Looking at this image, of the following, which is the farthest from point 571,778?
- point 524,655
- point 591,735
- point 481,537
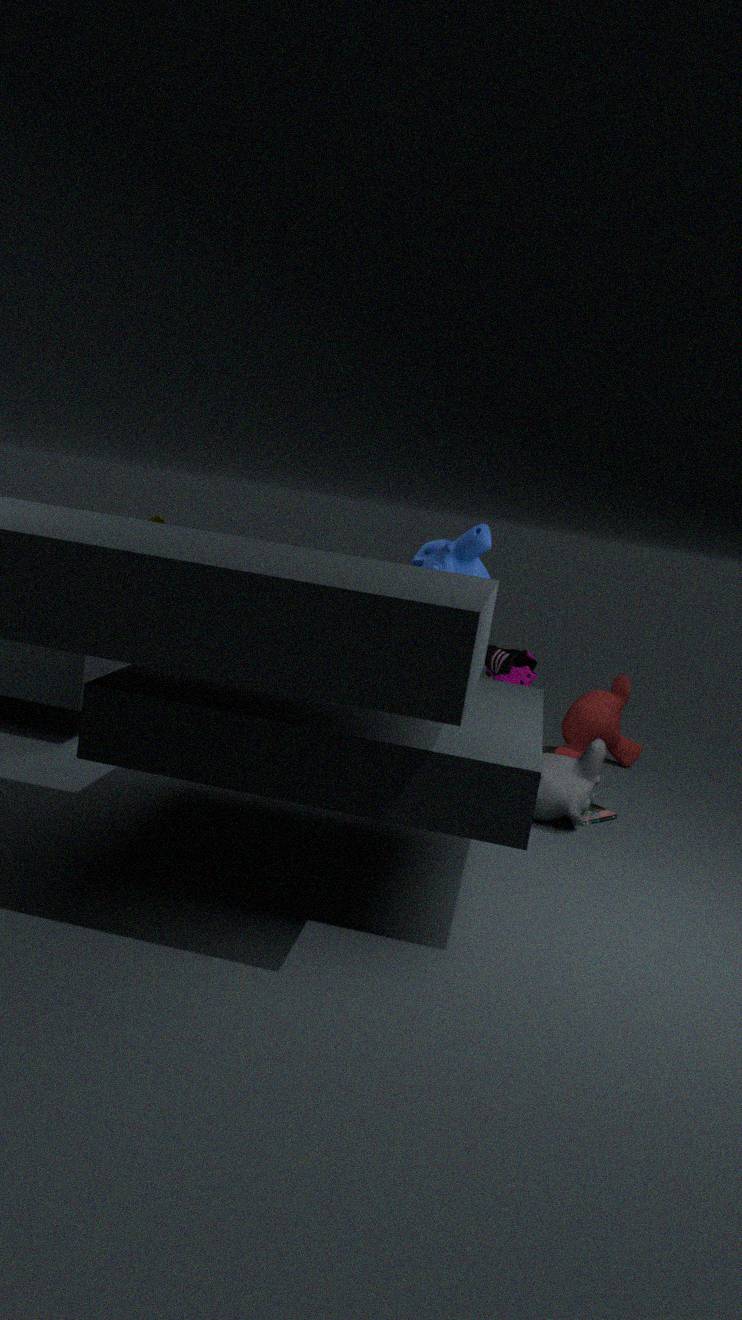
point 591,735
